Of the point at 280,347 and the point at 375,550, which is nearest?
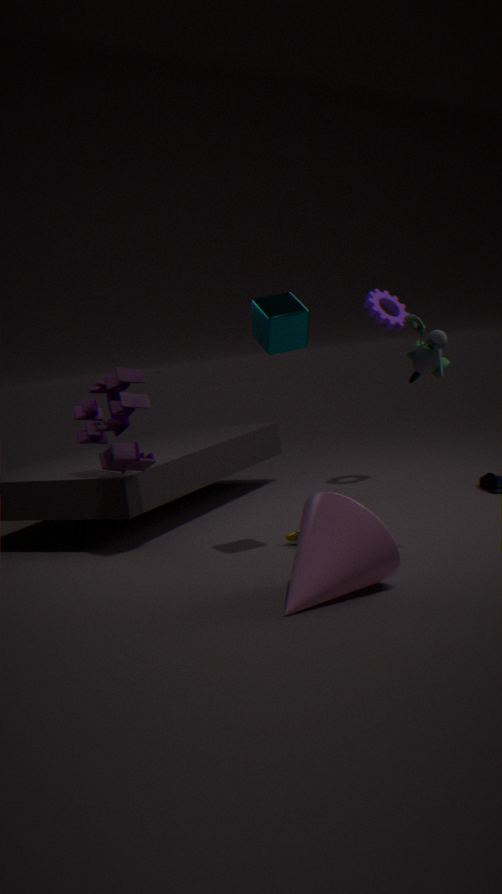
the point at 375,550
